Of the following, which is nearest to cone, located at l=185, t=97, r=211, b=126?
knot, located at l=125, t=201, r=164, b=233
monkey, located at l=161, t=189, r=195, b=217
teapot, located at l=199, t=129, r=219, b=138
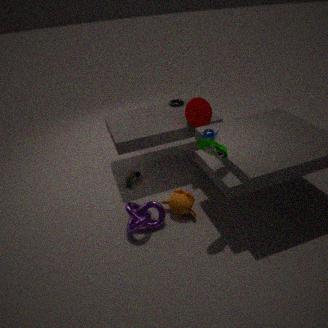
teapot, located at l=199, t=129, r=219, b=138
